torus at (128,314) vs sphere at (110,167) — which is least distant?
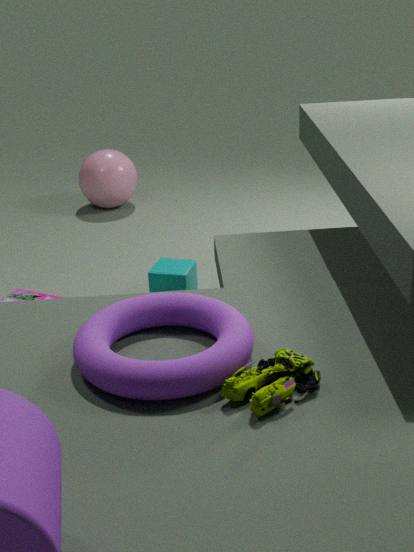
torus at (128,314)
